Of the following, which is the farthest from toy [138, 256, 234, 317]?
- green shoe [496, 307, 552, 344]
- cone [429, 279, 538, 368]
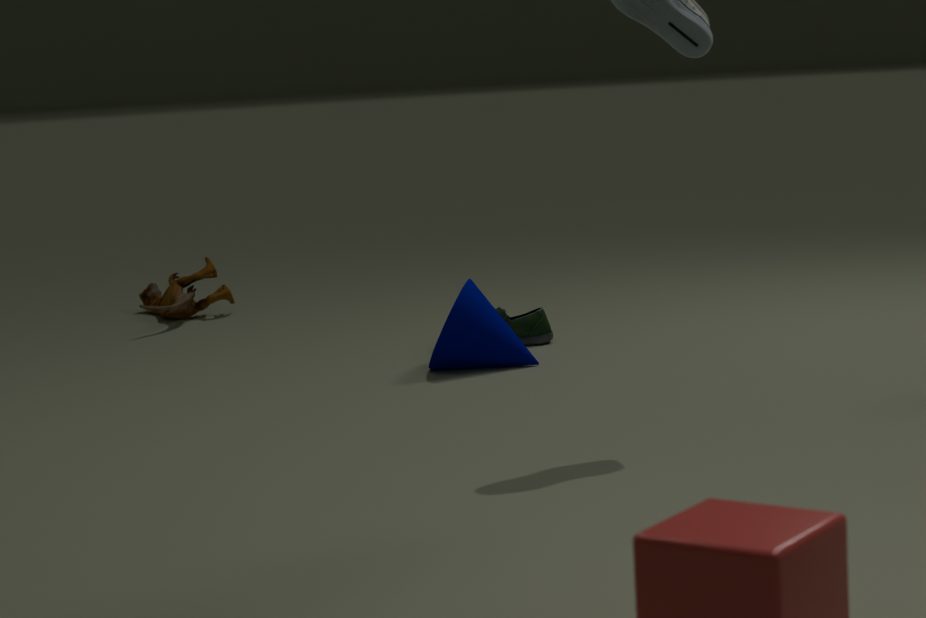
cone [429, 279, 538, 368]
